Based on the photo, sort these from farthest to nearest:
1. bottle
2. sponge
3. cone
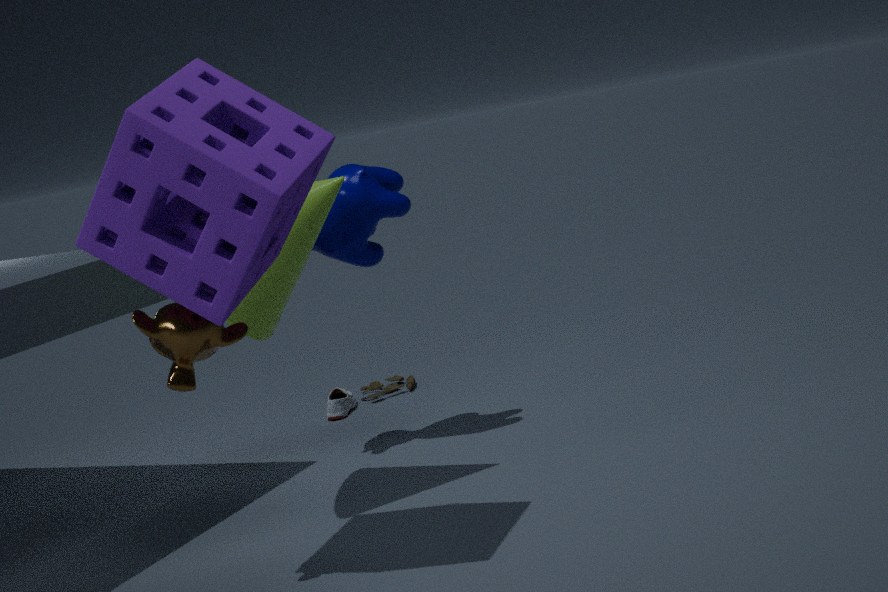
bottle, cone, sponge
